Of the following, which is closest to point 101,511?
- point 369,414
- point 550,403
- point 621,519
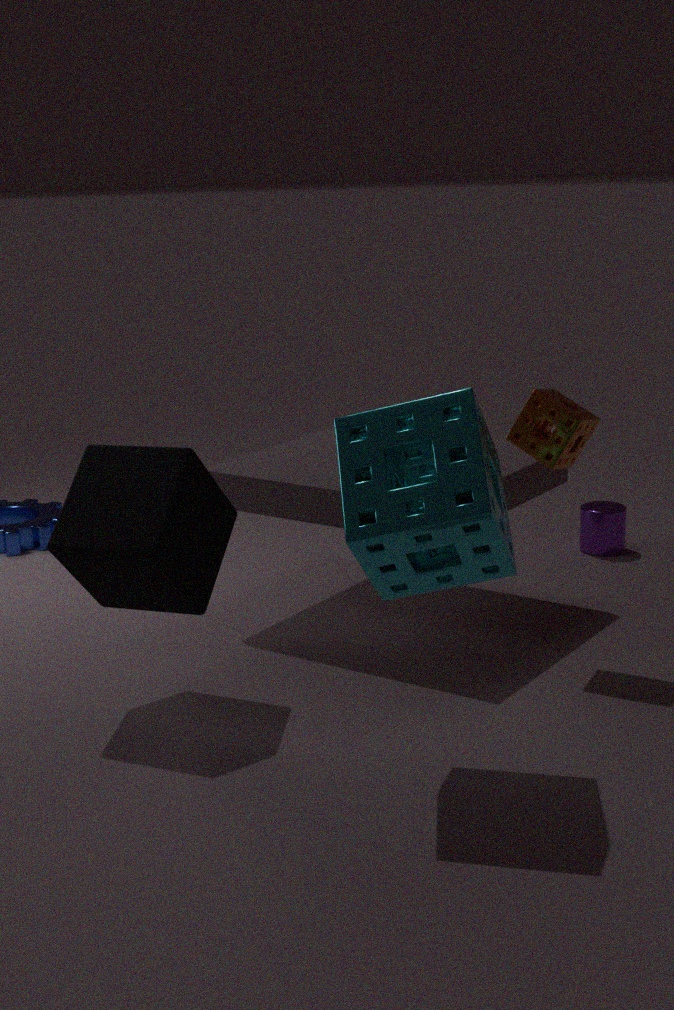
point 369,414
